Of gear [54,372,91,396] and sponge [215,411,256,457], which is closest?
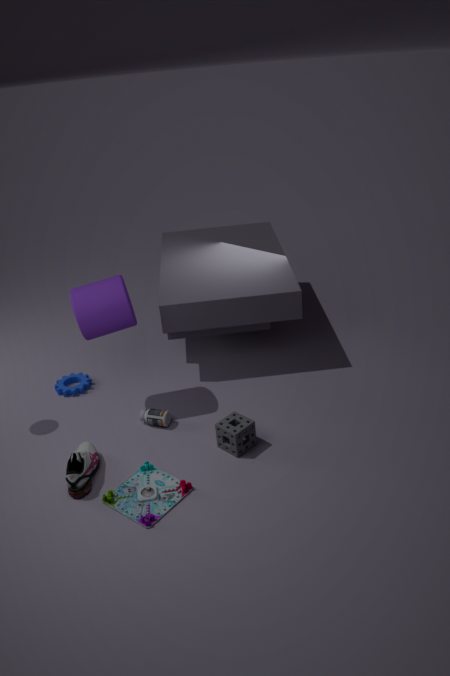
sponge [215,411,256,457]
